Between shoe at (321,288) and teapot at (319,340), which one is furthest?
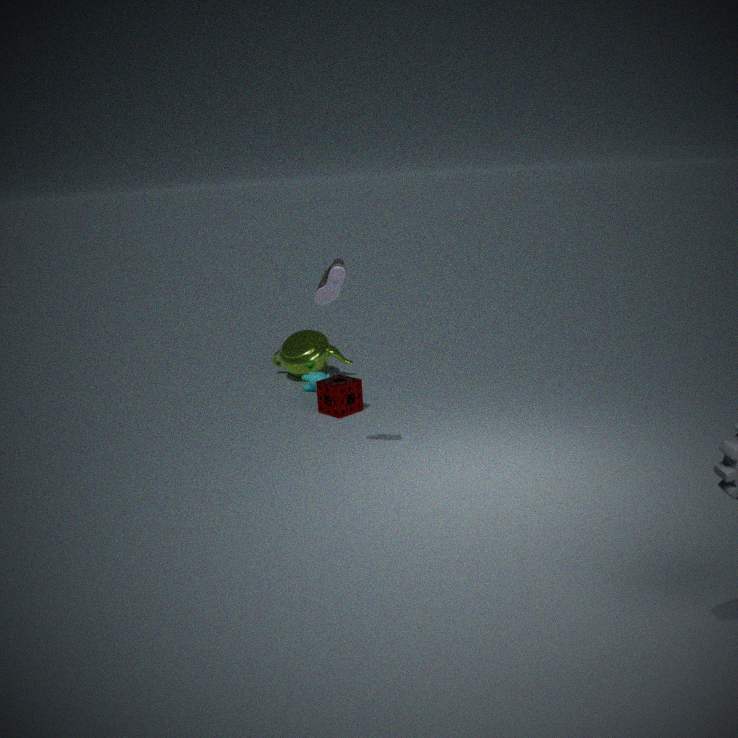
teapot at (319,340)
